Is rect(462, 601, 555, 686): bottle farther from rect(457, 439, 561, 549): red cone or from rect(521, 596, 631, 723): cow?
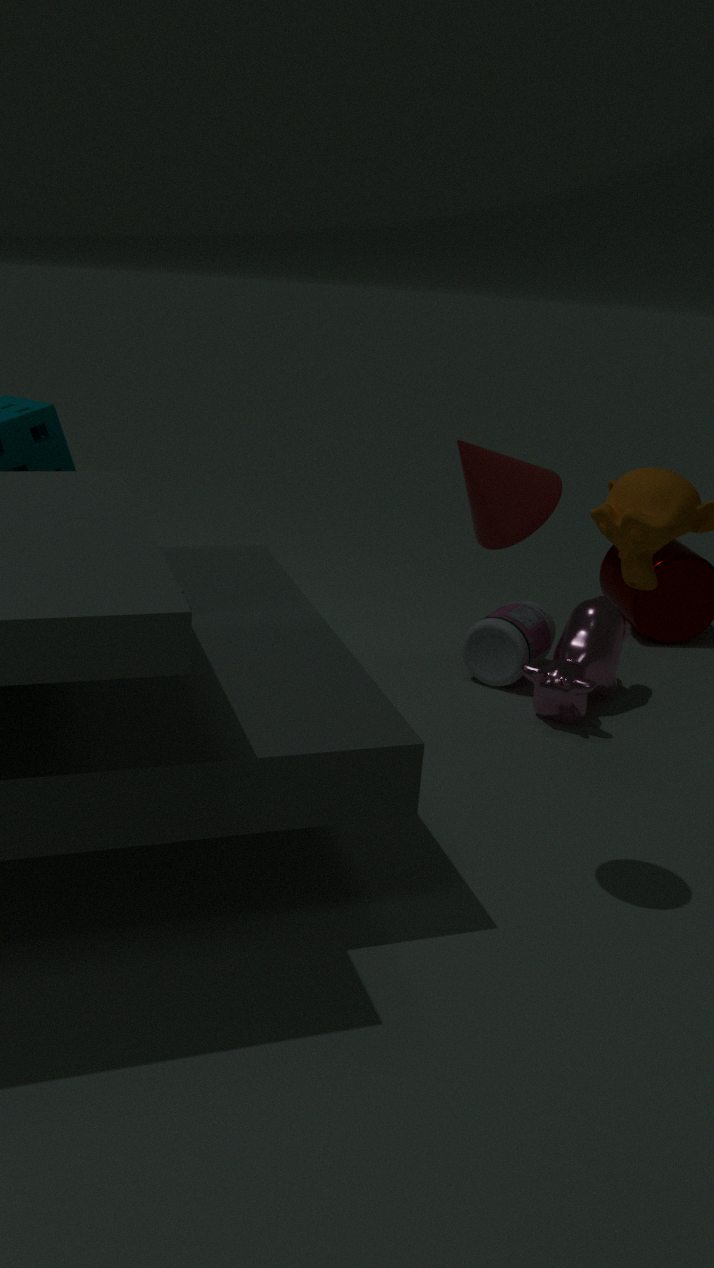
rect(457, 439, 561, 549): red cone
